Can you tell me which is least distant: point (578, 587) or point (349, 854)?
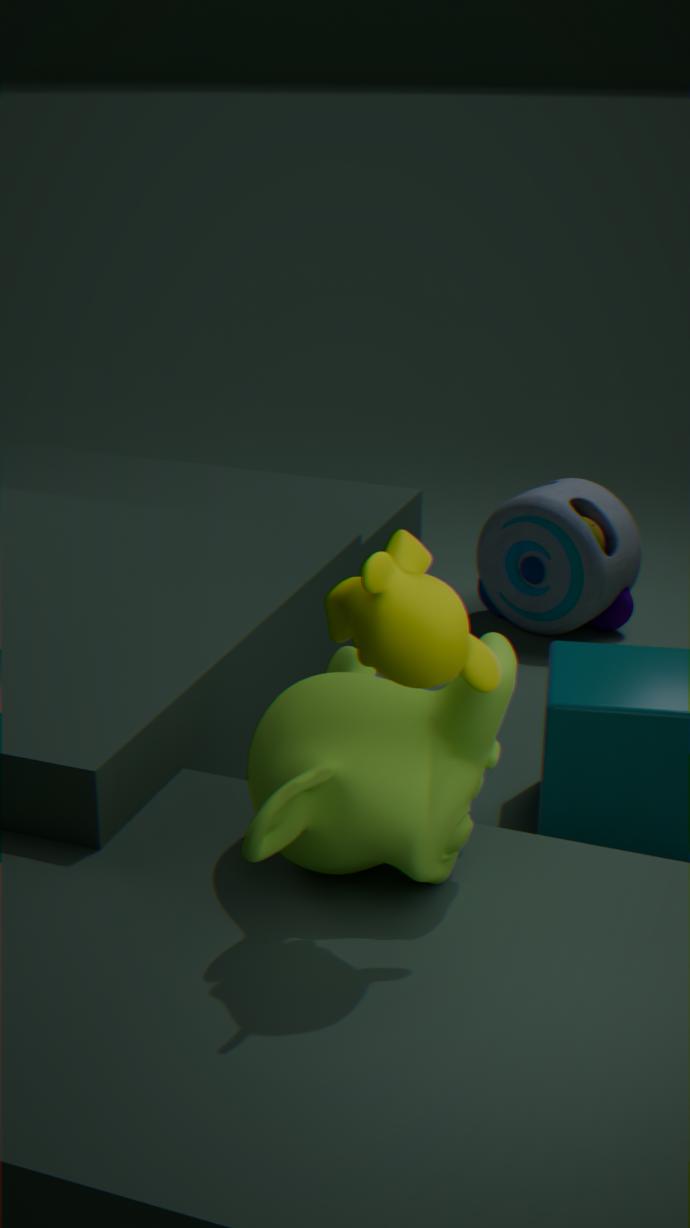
point (349, 854)
